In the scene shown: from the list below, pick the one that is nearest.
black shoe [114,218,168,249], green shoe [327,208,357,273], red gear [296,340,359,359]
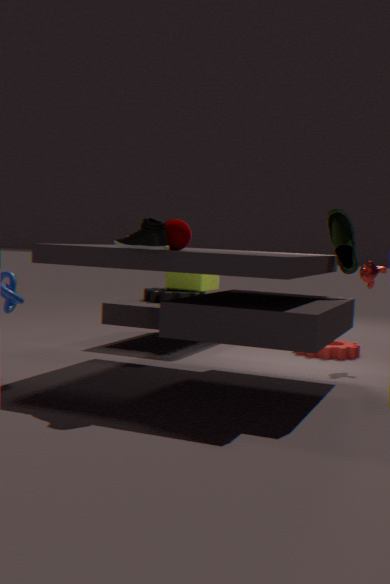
black shoe [114,218,168,249]
